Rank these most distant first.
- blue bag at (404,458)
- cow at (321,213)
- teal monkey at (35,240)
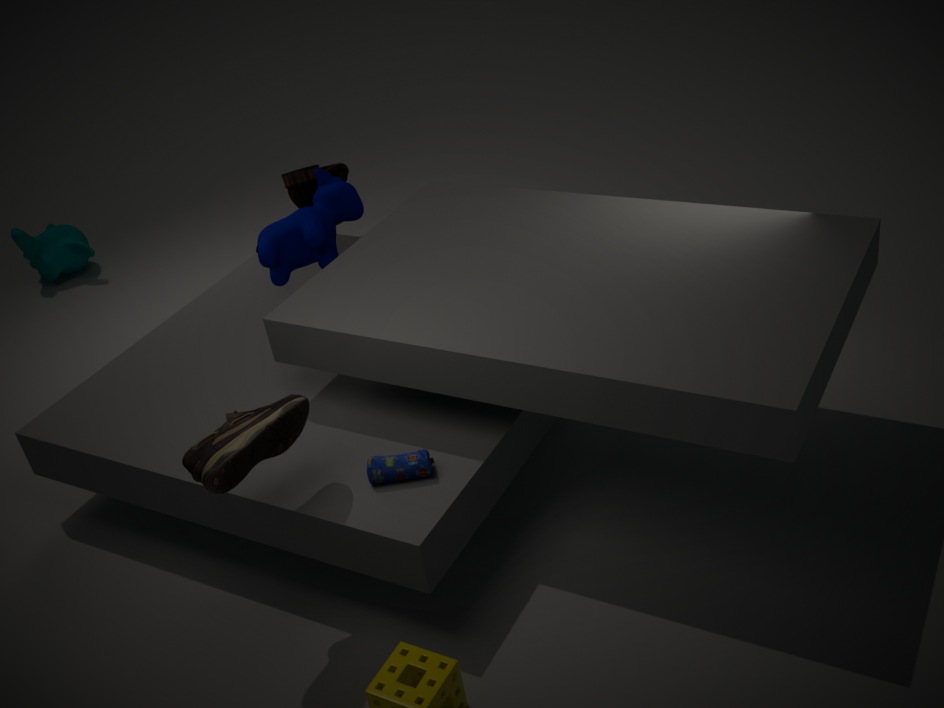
teal monkey at (35,240), cow at (321,213), blue bag at (404,458)
